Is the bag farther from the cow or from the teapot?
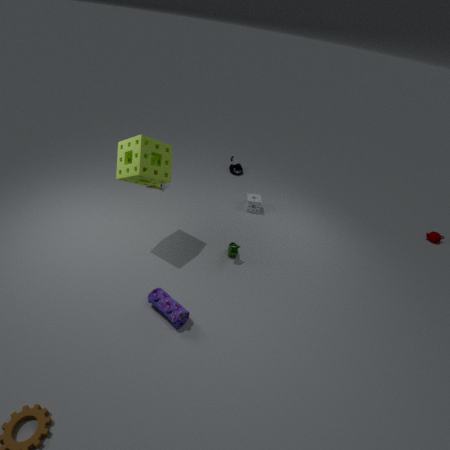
the teapot
